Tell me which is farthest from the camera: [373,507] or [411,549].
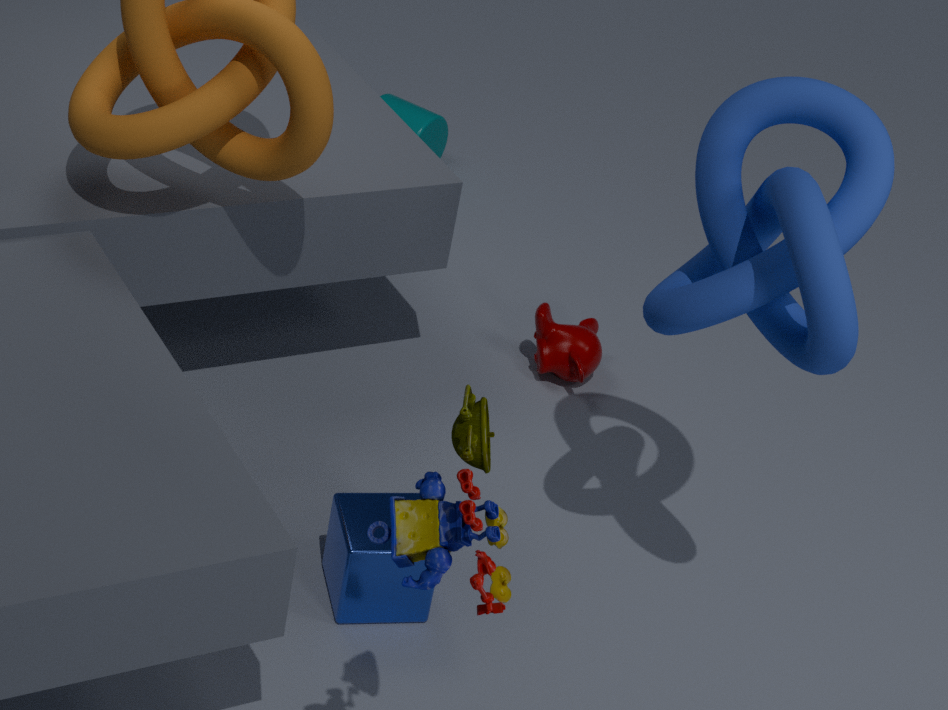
[373,507]
